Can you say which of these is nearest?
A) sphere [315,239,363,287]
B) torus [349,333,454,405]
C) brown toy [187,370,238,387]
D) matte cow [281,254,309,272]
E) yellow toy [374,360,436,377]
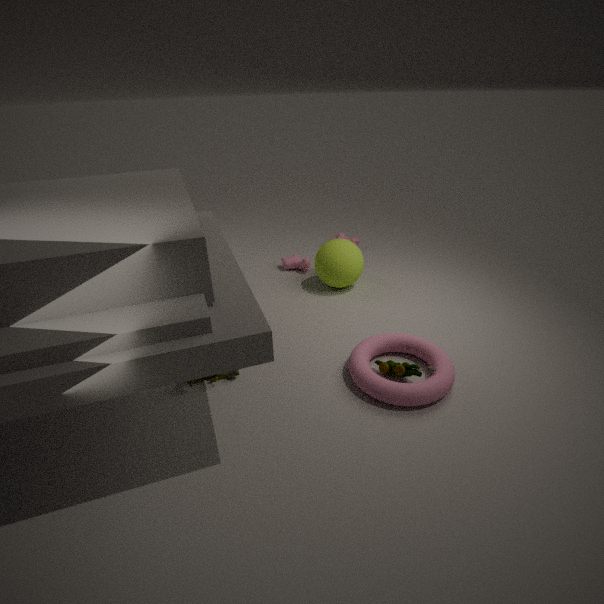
torus [349,333,454,405]
